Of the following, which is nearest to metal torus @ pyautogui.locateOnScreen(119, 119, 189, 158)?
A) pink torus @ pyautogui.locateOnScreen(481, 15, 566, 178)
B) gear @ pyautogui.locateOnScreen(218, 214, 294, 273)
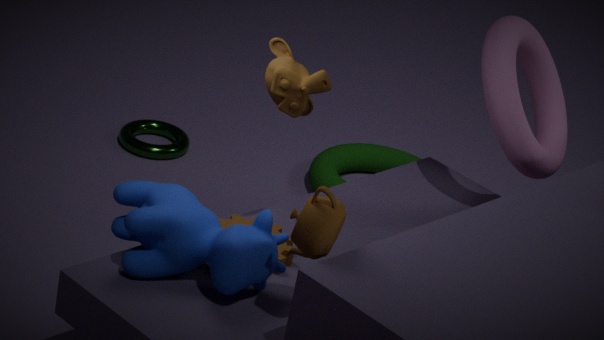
gear @ pyautogui.locateOnScreen(218, 214, 294, 273)
